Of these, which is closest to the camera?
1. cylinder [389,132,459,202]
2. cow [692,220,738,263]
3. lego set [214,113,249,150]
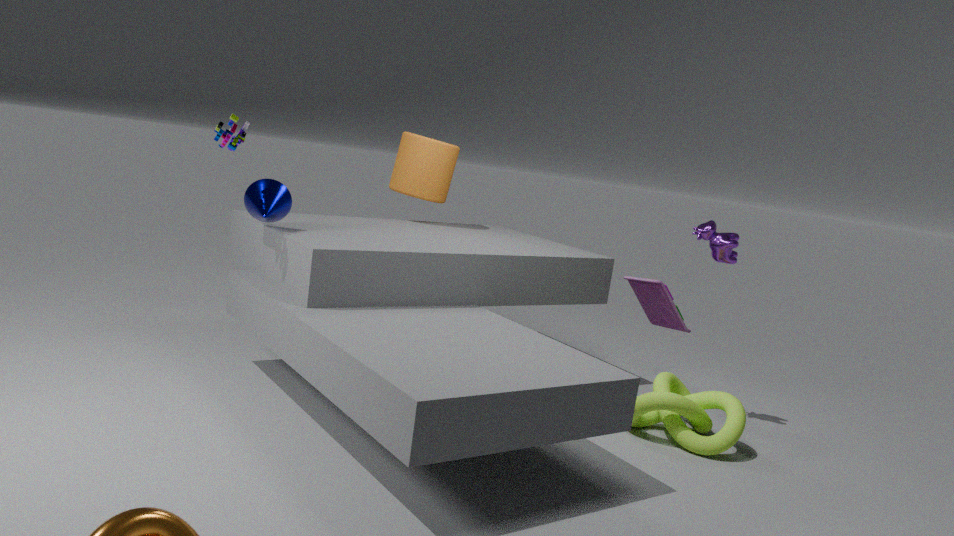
lego set [214,113,249,150]
